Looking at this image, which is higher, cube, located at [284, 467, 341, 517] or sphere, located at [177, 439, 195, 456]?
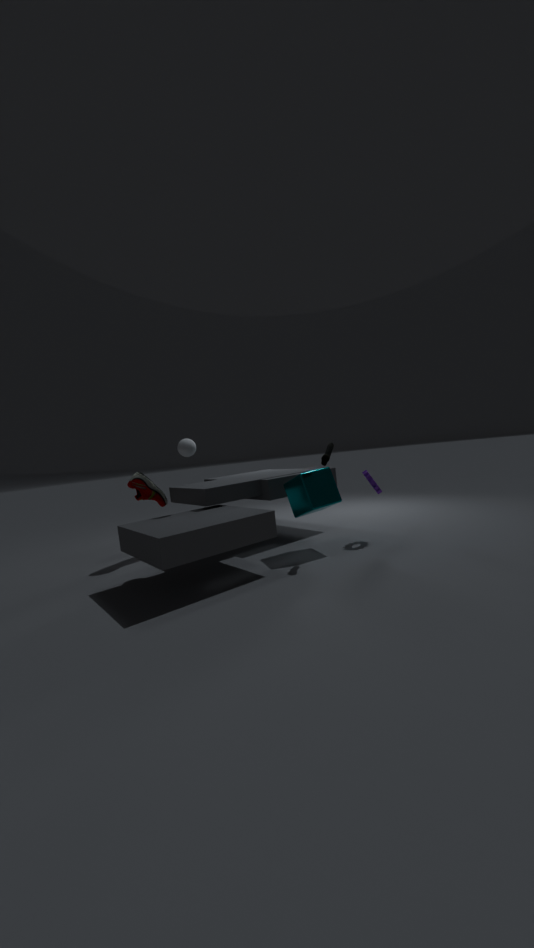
sphere, located at [177, 439, 195, 456]
